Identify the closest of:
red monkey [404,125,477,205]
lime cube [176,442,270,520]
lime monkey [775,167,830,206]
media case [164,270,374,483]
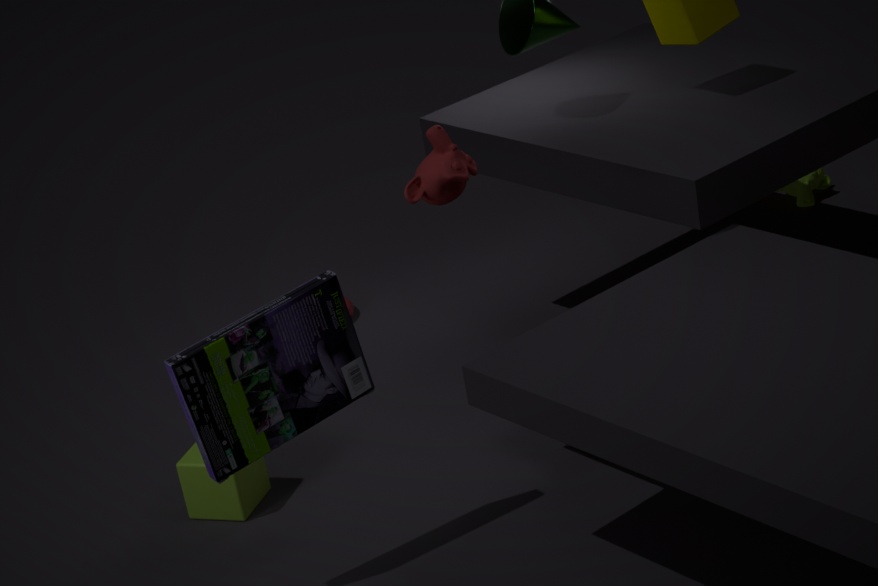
media case [164,270,374,483]
